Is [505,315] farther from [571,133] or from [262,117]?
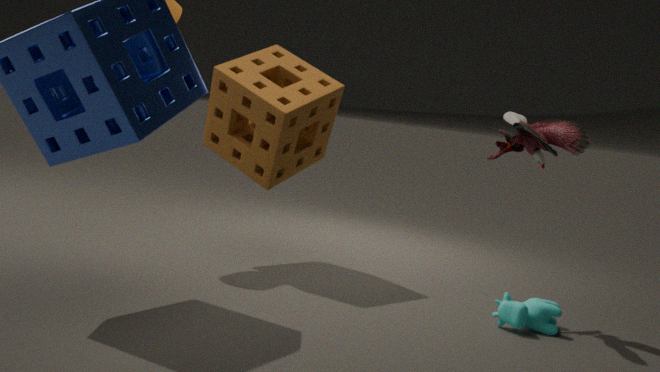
[262,117]
